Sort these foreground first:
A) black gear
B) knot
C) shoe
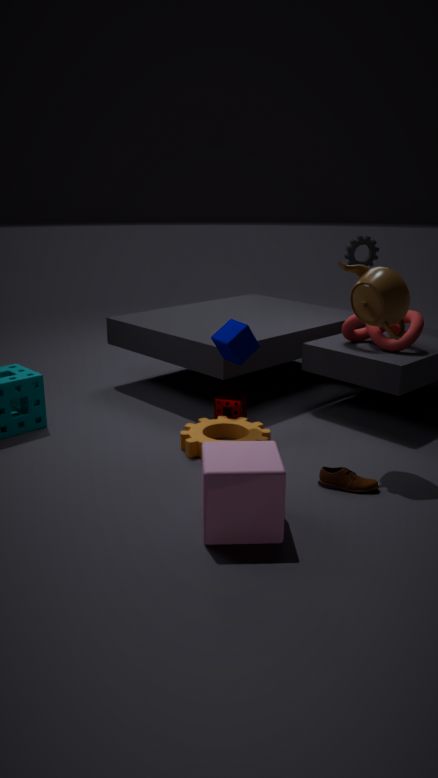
shoe, knot, black gear
